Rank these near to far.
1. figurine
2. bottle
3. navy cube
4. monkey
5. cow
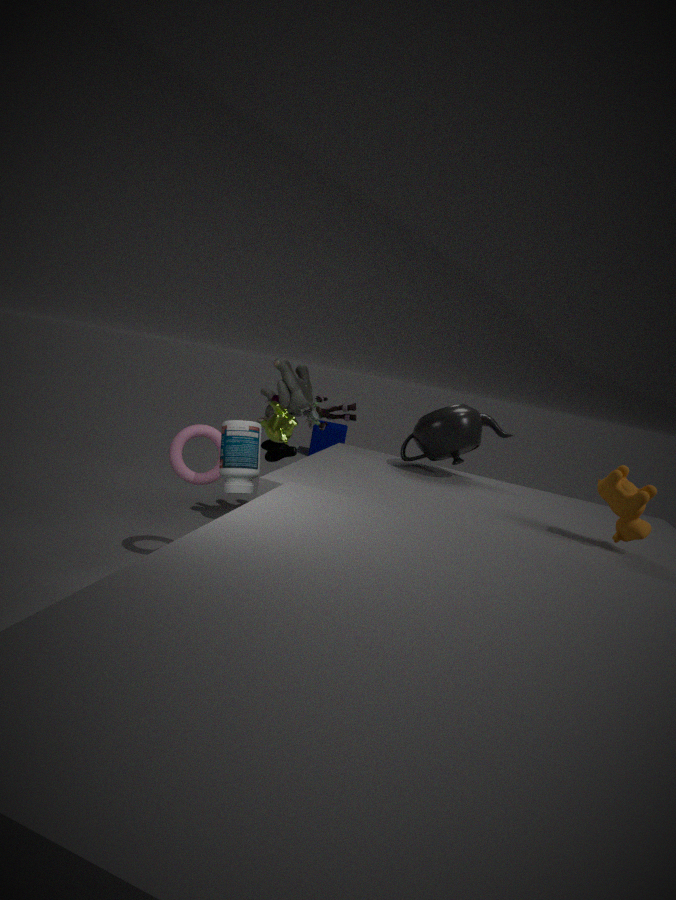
cow < bottle < monkey < figurine < navy cube
